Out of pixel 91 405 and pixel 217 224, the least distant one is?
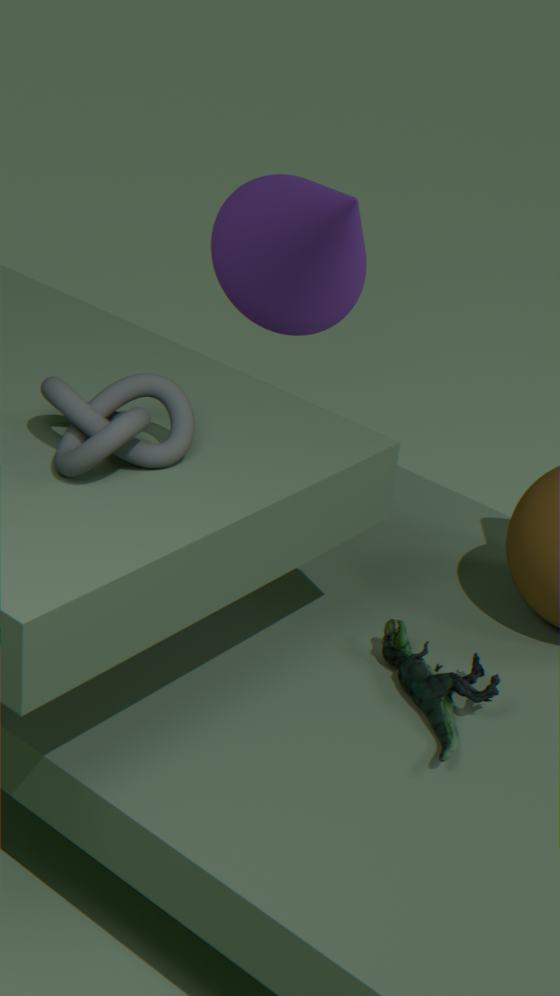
pixel 91 405
